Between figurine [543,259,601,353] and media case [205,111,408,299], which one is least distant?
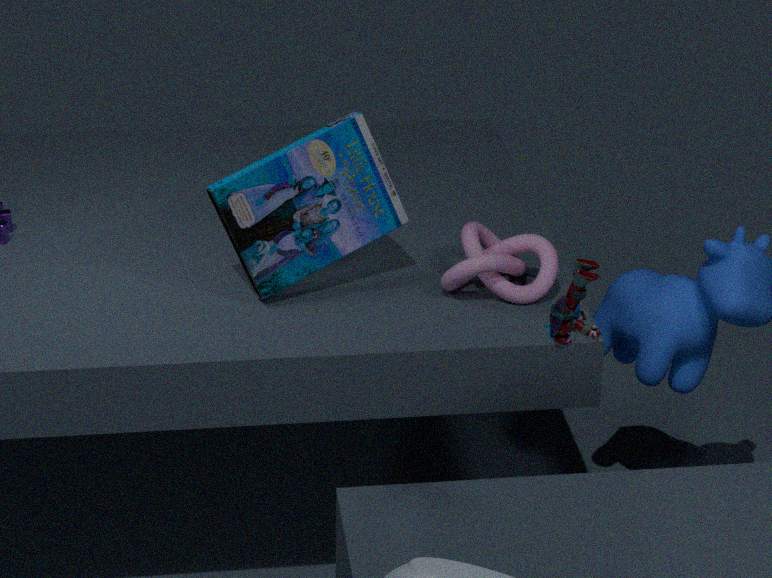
figurine [543,259,601,353]
